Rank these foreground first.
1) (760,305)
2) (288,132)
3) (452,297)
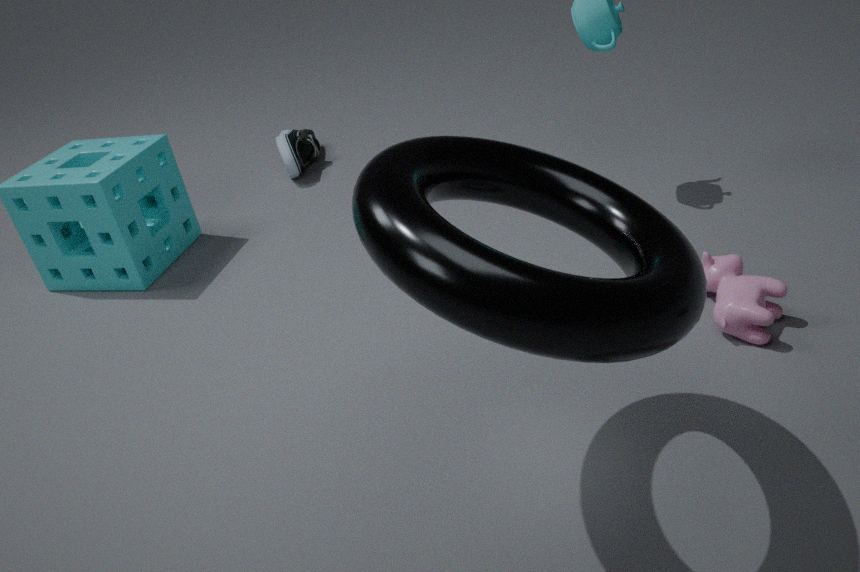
1. 3. (452,297)
2. 1. (760,305)
3. 2. (288,132)
